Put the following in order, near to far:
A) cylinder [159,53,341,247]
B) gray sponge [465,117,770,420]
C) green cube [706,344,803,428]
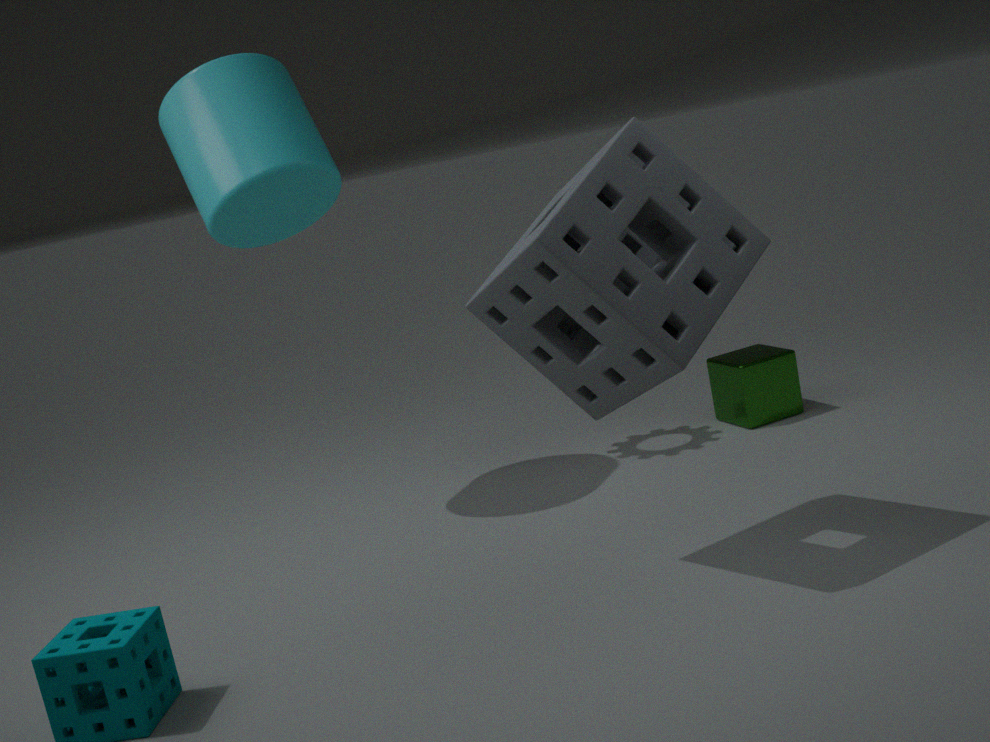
gray sponge [465,117,770,420], cylinder [159,53,341,247], green cube [706,344,803,428]
